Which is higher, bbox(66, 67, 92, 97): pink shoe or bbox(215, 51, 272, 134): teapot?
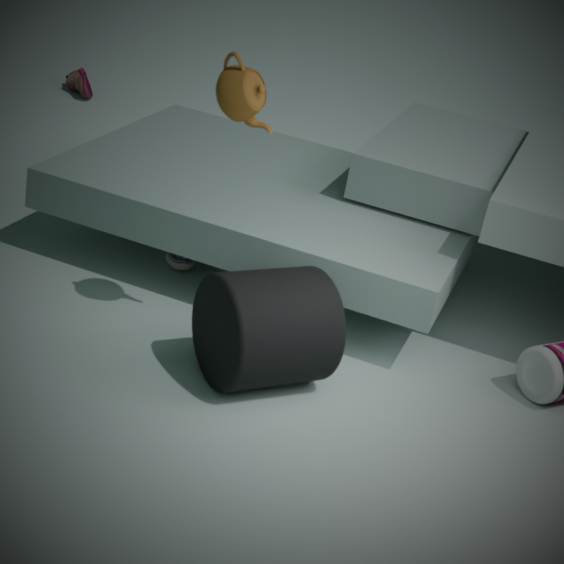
bbox(215, 51, 272, 134): teapot
